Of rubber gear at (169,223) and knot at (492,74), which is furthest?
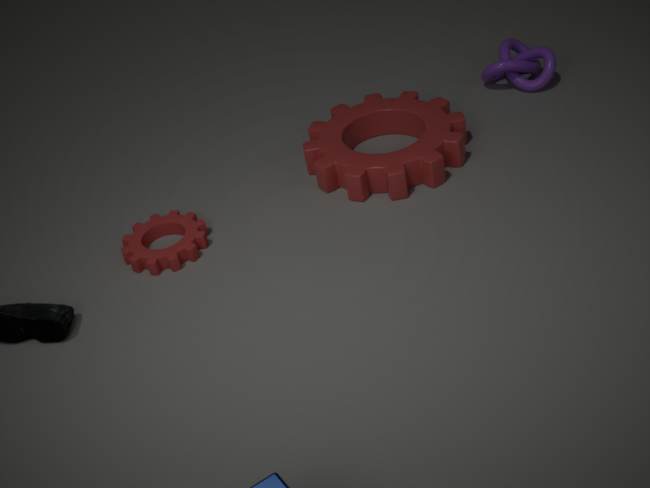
knot at (492,74)
